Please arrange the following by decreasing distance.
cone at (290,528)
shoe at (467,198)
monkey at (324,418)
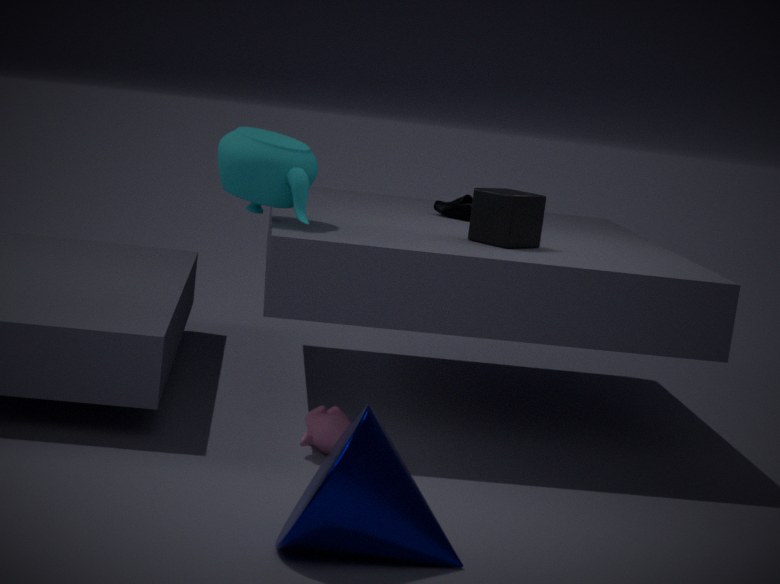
shoe at (467,198), monkey at (324,418), cone at (290,528)
